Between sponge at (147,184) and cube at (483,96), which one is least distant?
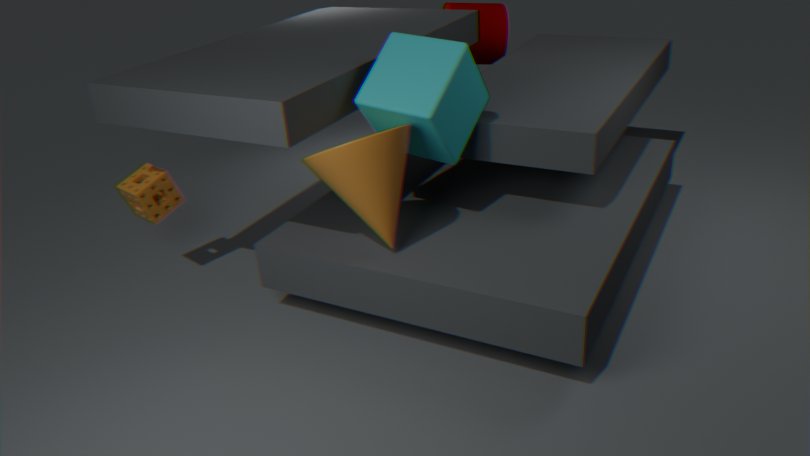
cube at (483,96)
